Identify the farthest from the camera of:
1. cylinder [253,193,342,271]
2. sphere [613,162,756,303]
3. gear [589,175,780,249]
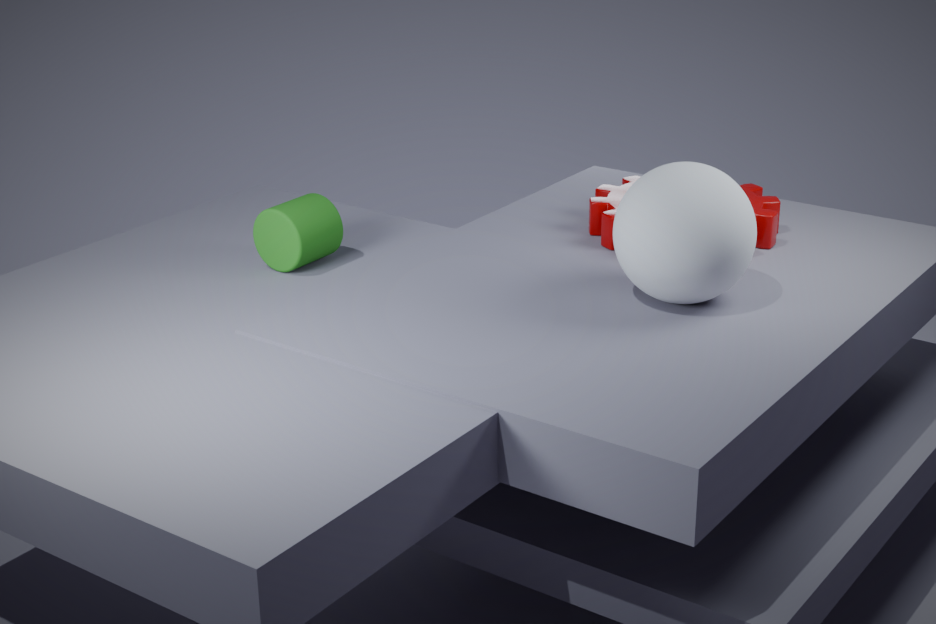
gear [589,175,780,249]
